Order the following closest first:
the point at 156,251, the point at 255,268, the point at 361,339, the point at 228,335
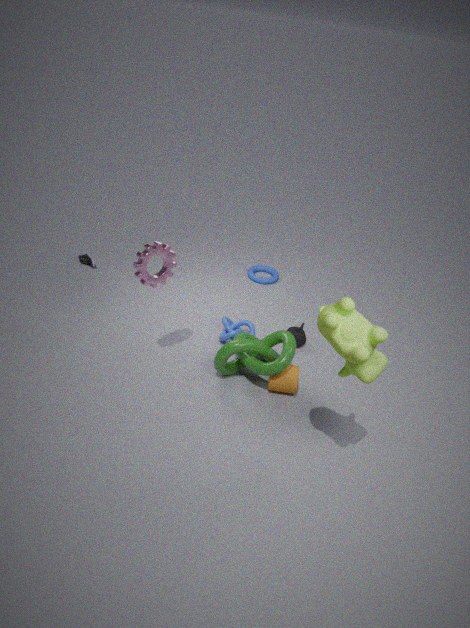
the point at 361,339, the point at 156,251, the point at 228,335, the point at 255,268
